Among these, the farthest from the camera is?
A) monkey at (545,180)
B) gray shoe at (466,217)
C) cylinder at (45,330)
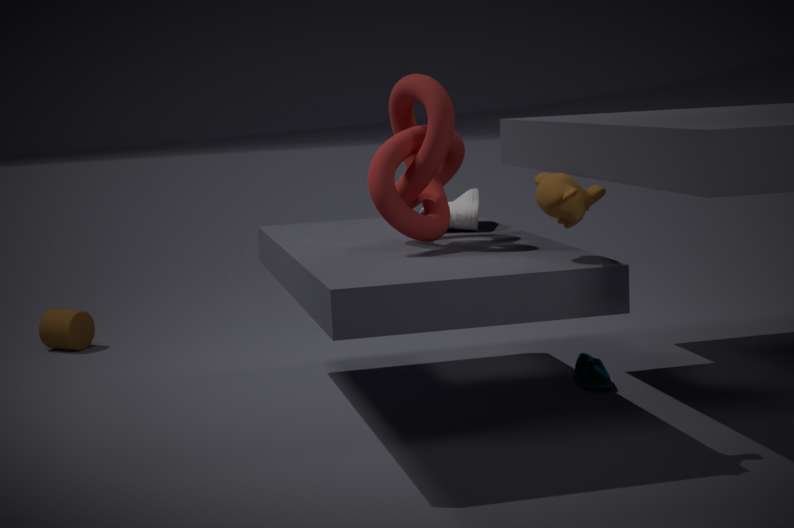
cylinder at (45,330)
